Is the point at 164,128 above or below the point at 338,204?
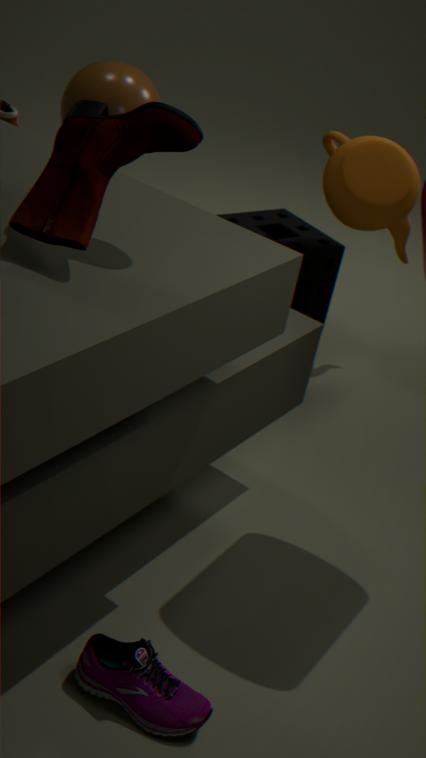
above
